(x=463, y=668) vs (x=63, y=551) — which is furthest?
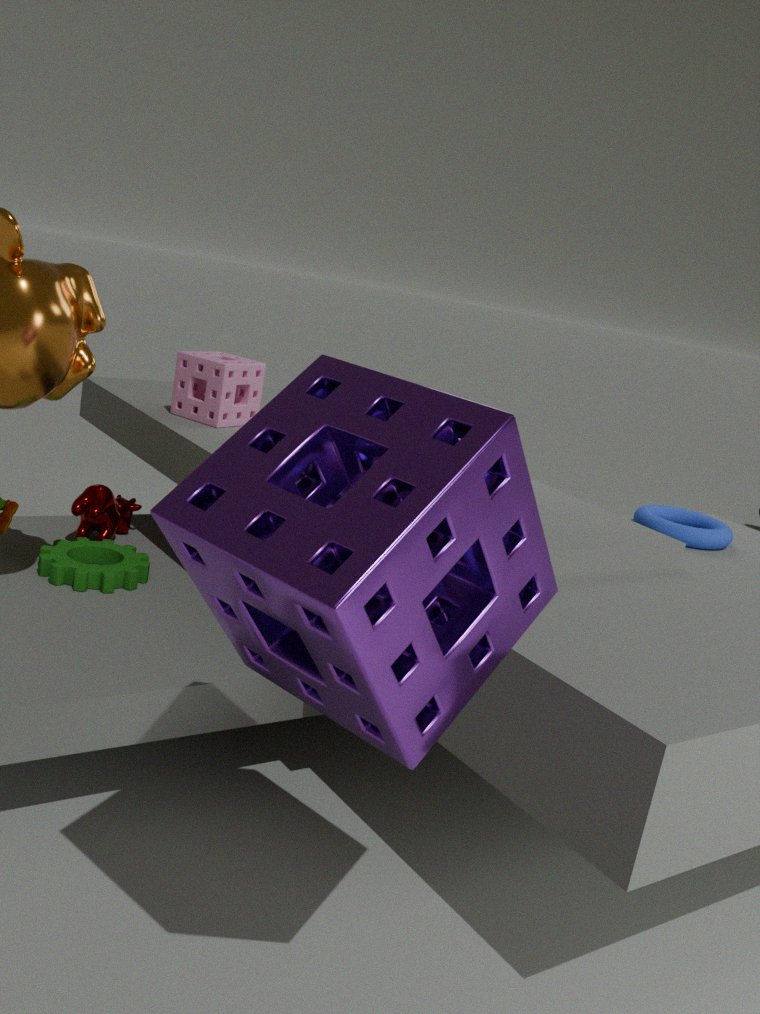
(x=63, y=551)
